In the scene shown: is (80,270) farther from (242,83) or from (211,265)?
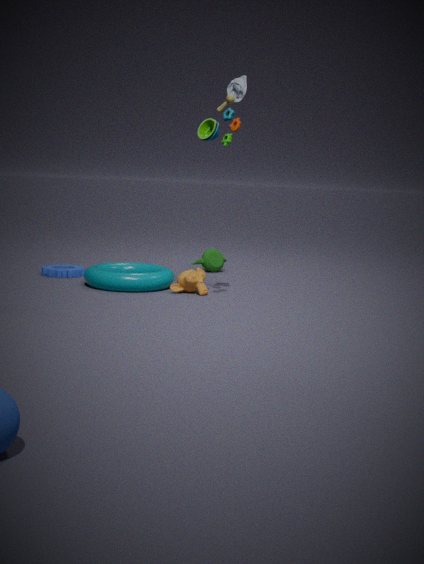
(242,83)
